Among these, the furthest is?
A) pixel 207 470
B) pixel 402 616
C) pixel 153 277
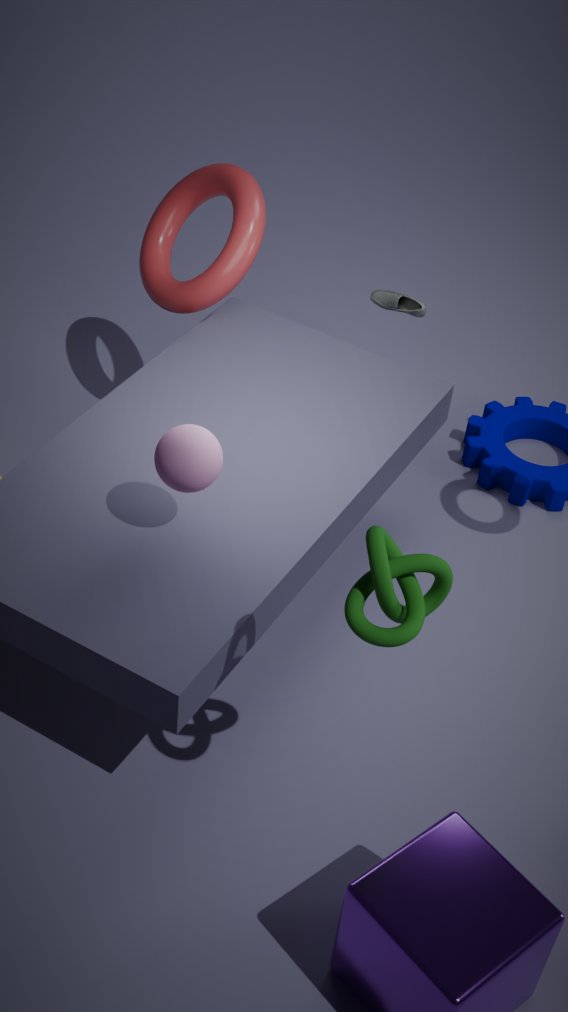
pixel 153 277
